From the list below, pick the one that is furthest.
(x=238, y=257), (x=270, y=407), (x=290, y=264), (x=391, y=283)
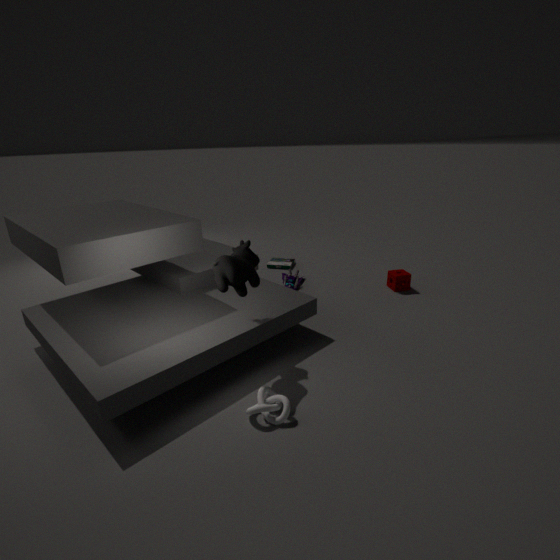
(x=290, y=264)
